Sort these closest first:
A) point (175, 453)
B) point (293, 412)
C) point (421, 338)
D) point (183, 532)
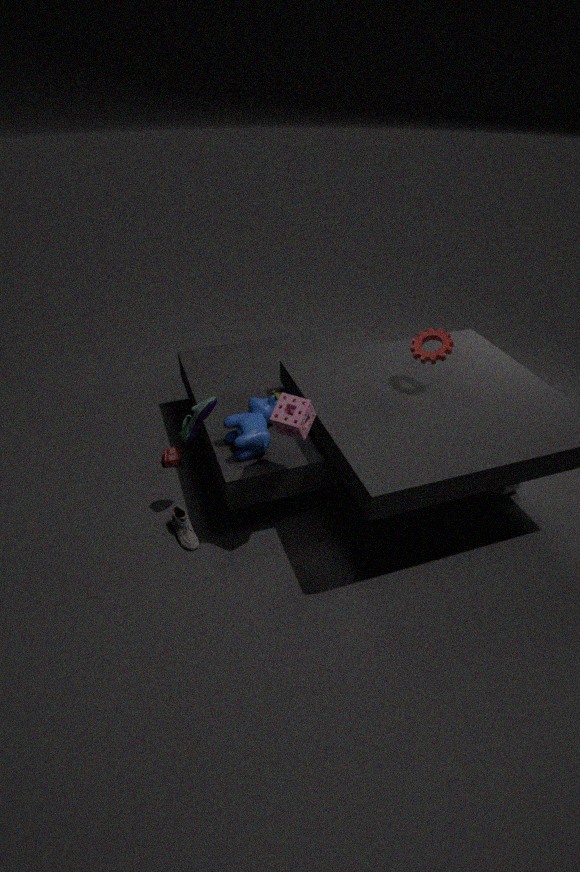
point (293, 412) < point (183, 532) < point (421, 338) < point (175, 453)
